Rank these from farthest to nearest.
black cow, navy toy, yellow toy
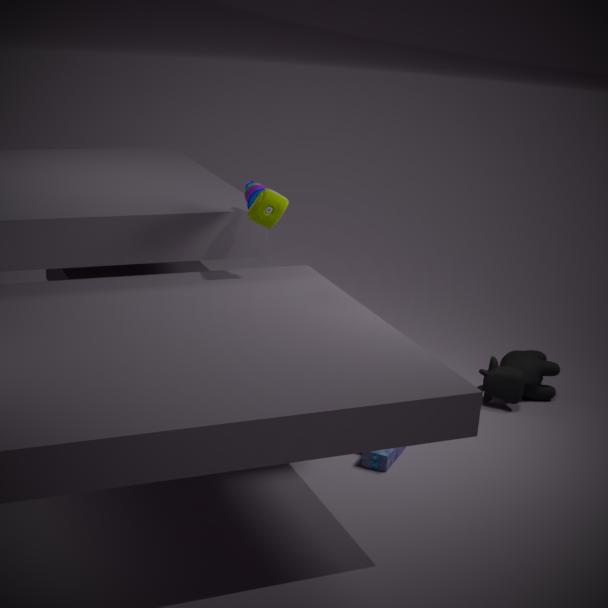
black cow < navy toy < yellow toy
